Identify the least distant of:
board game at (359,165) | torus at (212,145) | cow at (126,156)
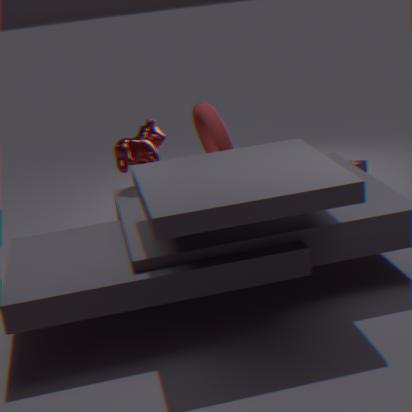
torus at (212,145)
